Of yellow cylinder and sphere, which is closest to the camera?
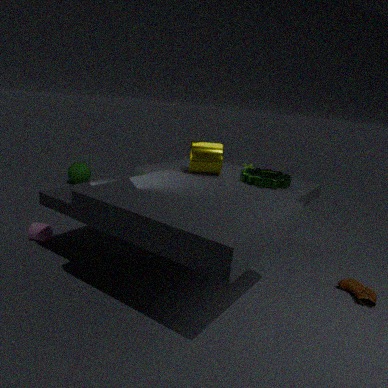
yellow cylinder
